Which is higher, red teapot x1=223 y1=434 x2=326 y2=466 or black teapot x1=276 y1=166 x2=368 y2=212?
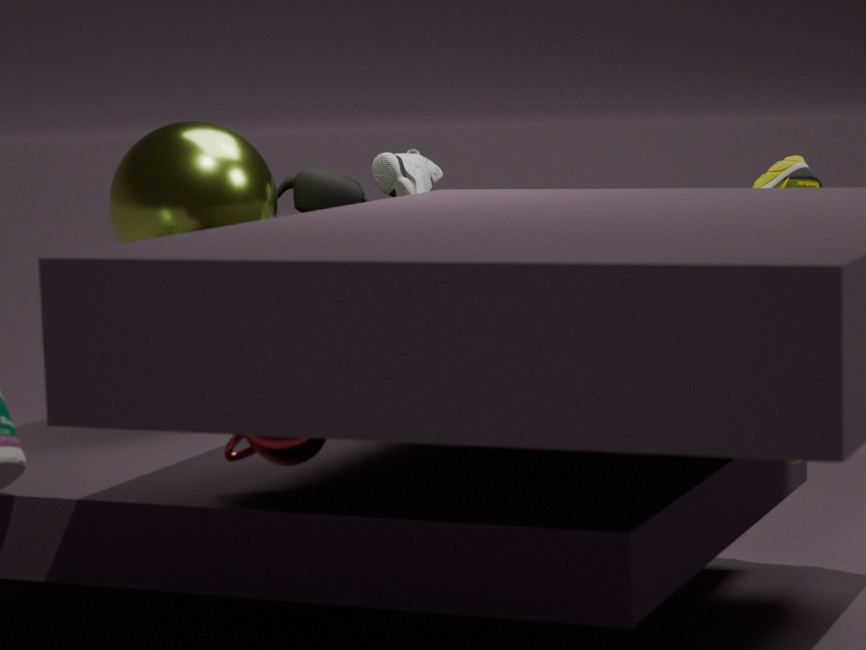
black teapot x1=276 y1=166 x2=368 y2=212
